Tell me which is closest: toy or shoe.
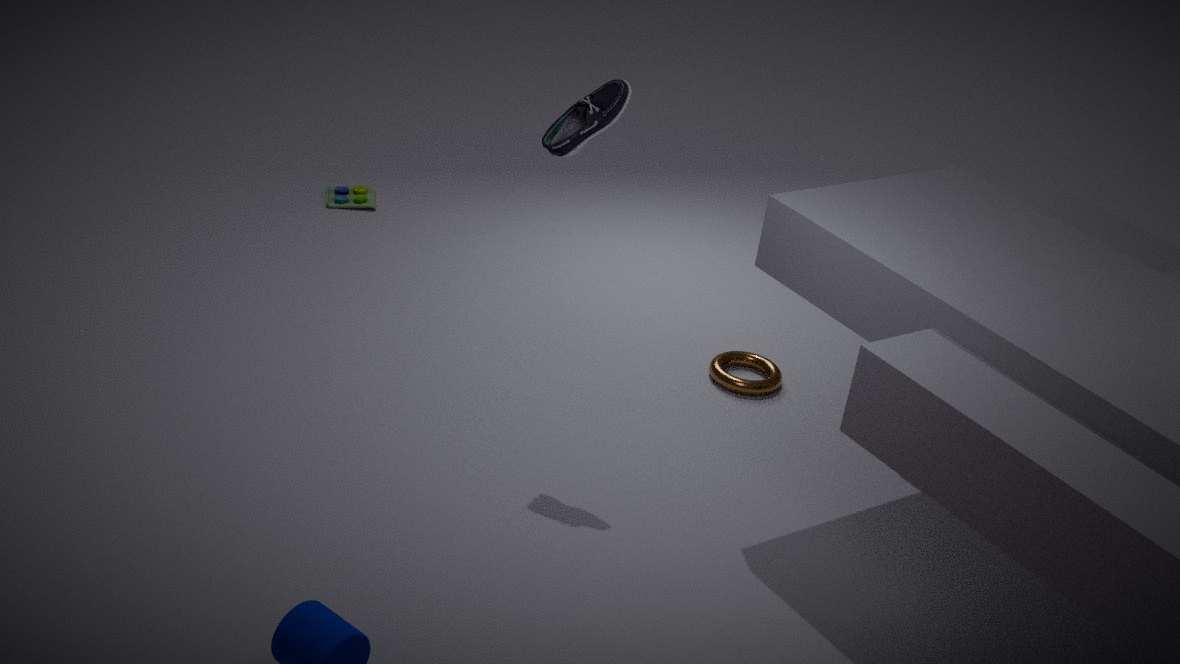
shoe
